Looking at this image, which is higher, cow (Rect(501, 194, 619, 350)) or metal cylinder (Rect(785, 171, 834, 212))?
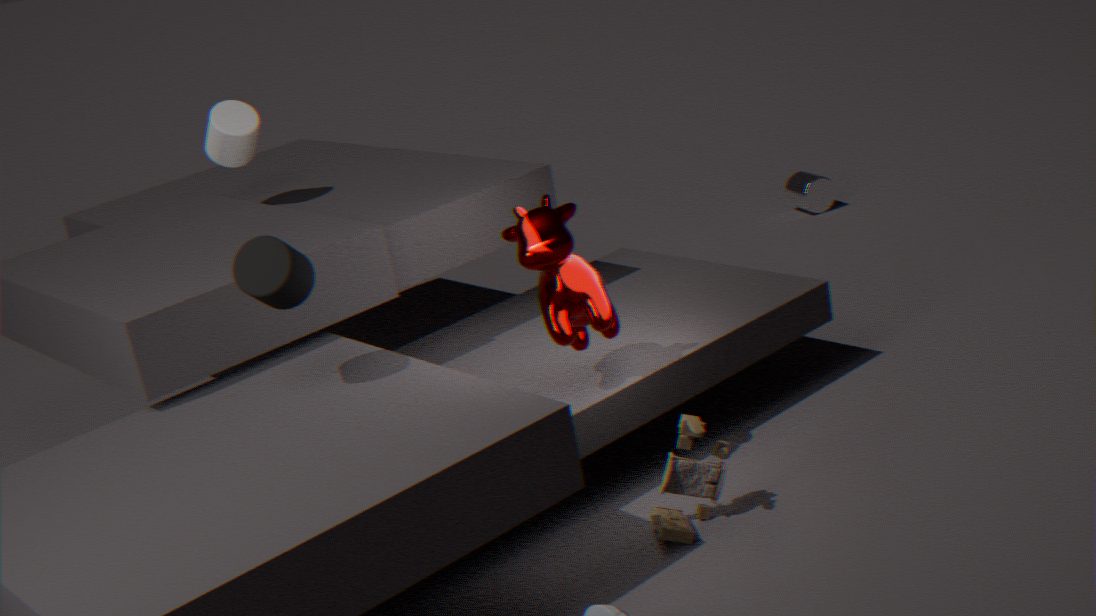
cow (Rect(501, 194, 619, 350))
